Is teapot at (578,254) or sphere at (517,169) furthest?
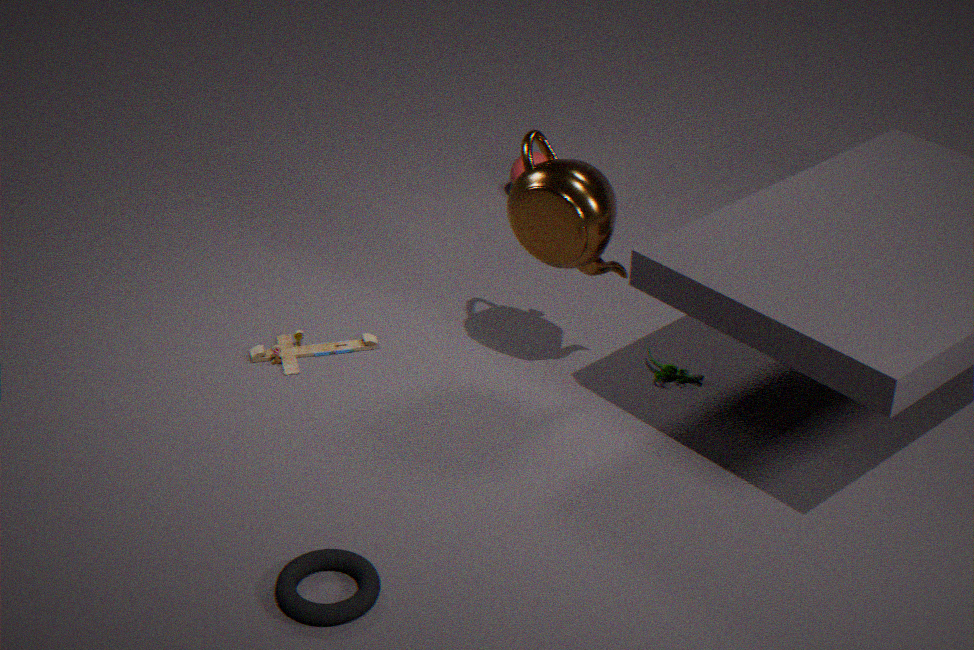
sphere at (517,169)
